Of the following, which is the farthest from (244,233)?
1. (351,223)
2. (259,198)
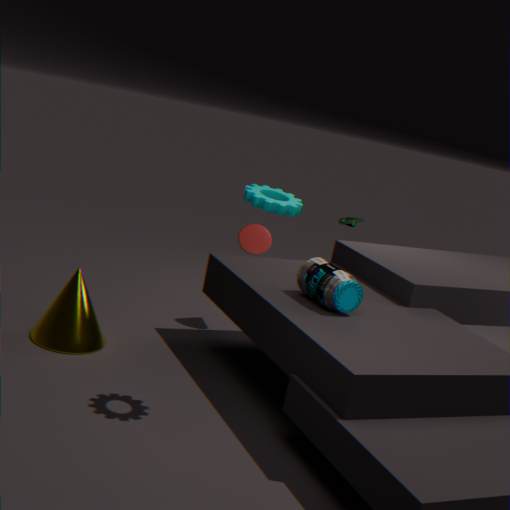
(259,198)
